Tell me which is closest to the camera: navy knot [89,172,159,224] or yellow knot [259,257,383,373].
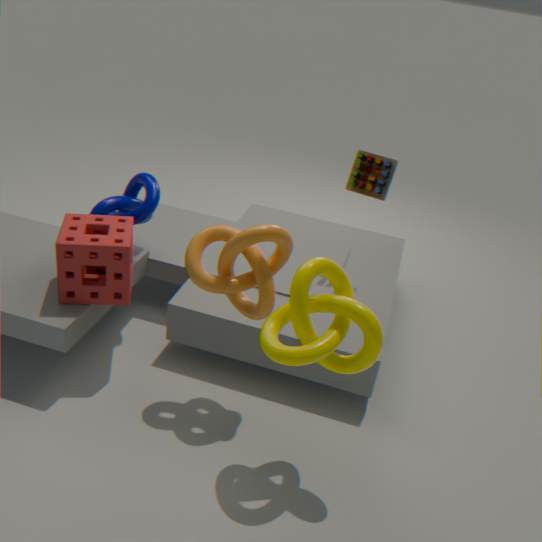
yellow knot [259,257,383,373]
